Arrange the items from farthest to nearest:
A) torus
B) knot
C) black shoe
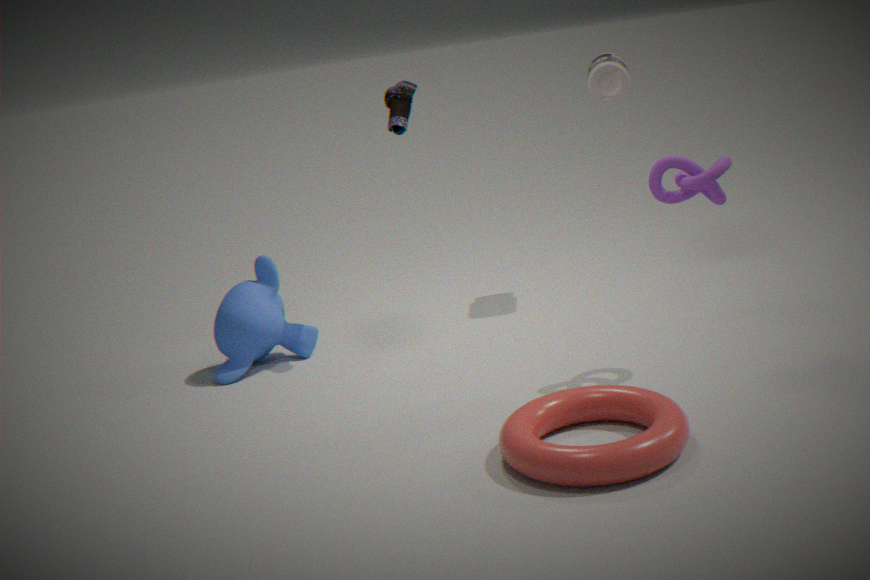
black shoe < knot < torus
